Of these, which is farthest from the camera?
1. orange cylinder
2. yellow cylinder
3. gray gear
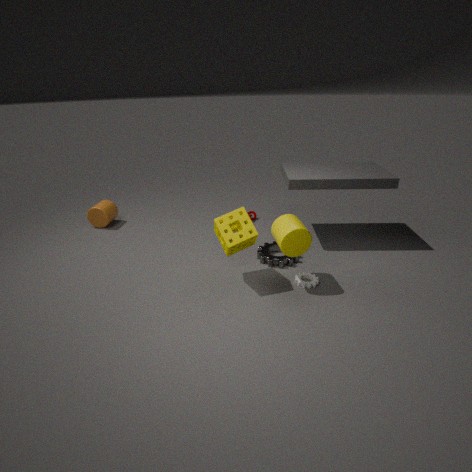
orange cylinder
